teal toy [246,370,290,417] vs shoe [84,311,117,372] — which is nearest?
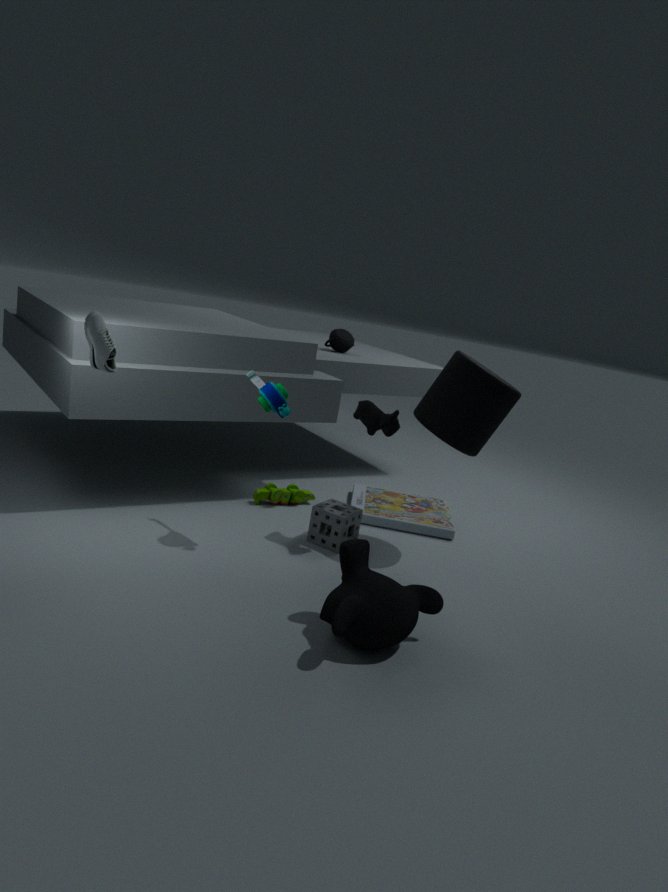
shoe [84,311,117,372]
